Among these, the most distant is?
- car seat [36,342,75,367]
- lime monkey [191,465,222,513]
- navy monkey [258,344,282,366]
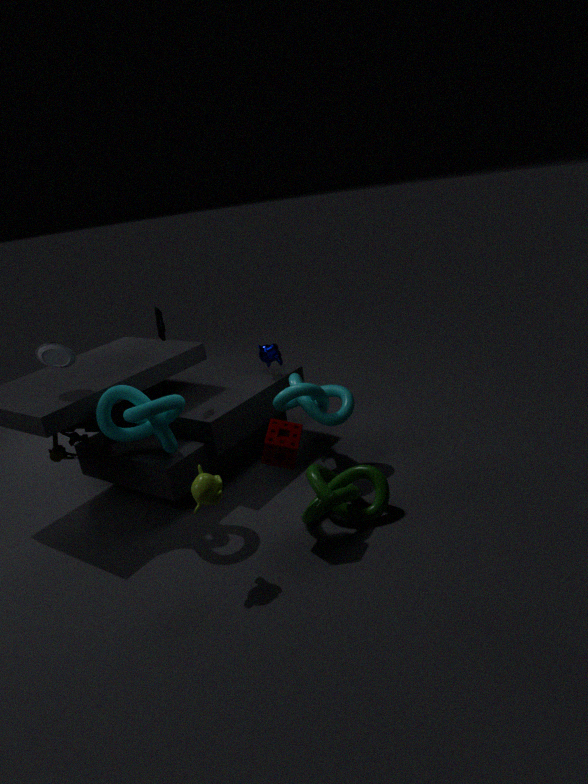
navy monkey [258,344,282,366]
